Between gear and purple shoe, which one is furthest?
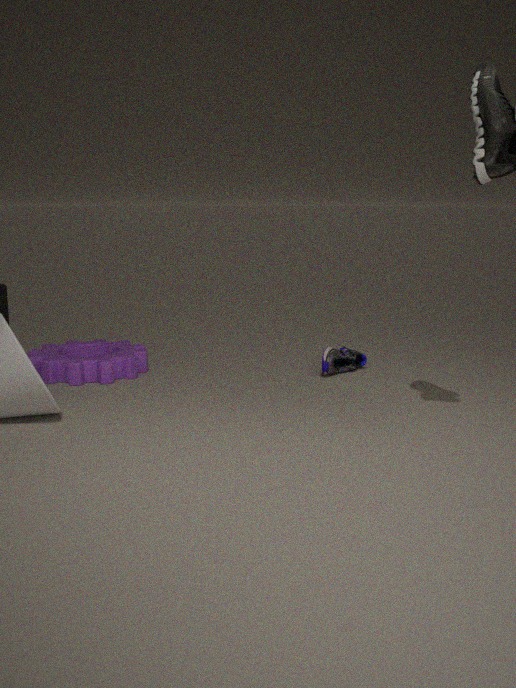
purple shoe
